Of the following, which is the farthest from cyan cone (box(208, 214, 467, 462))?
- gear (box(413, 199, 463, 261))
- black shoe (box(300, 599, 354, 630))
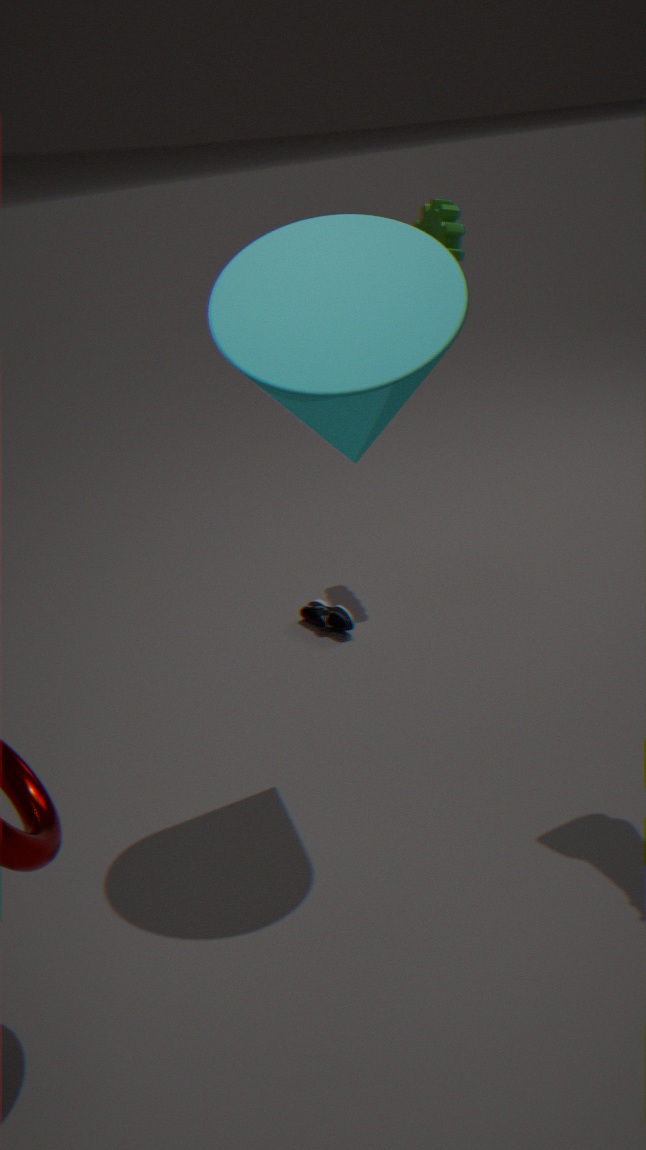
black shoe (box(300, 599, 354, 630))
